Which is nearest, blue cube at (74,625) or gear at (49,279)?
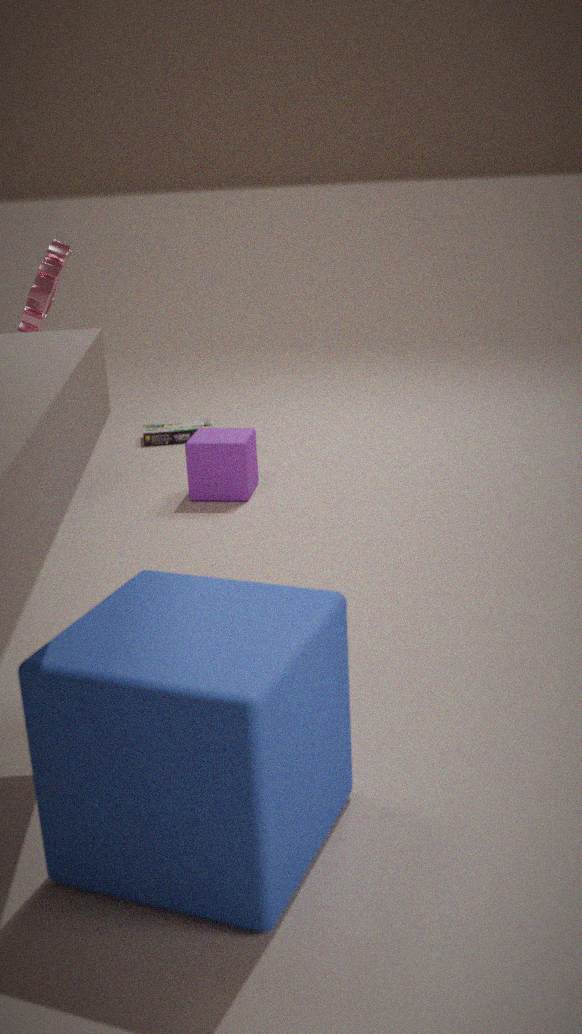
blue cube at (74,625)
